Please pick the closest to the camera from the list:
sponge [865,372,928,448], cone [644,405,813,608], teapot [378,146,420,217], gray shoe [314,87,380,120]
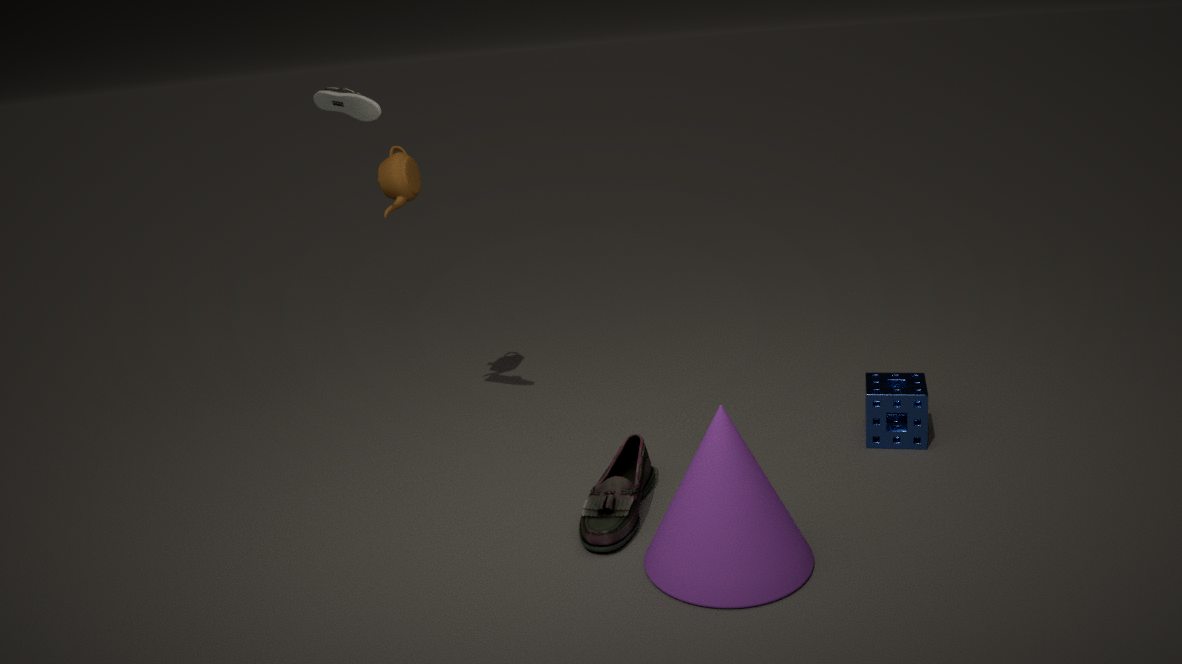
cone [644,405,813,608]
